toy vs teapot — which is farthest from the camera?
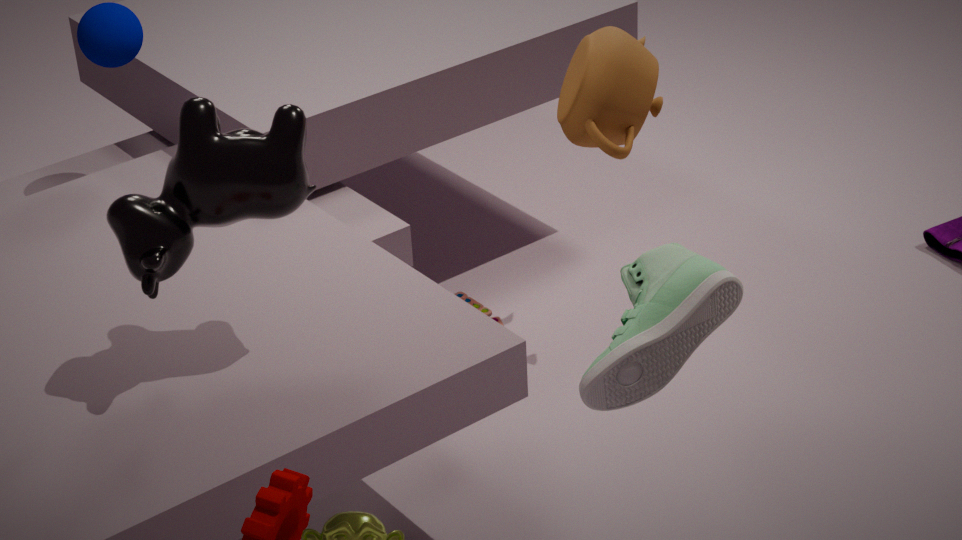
toy
